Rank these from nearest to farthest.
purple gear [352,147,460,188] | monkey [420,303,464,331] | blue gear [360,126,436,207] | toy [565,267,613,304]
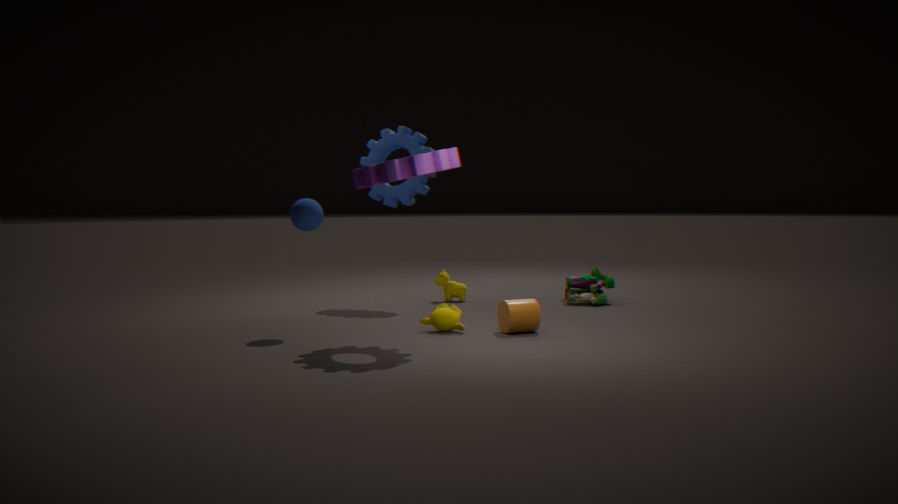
1. purple gear [352,147,460,188]
2. monkey [420,303,464,331]
3. toy [565,267,613,304]
4. blue gear [360,126,436,207]
